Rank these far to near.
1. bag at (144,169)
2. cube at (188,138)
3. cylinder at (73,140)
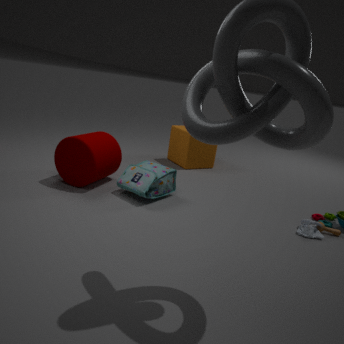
cube at (188,138) → cylinder at (73,140) → bag at (144,169)
